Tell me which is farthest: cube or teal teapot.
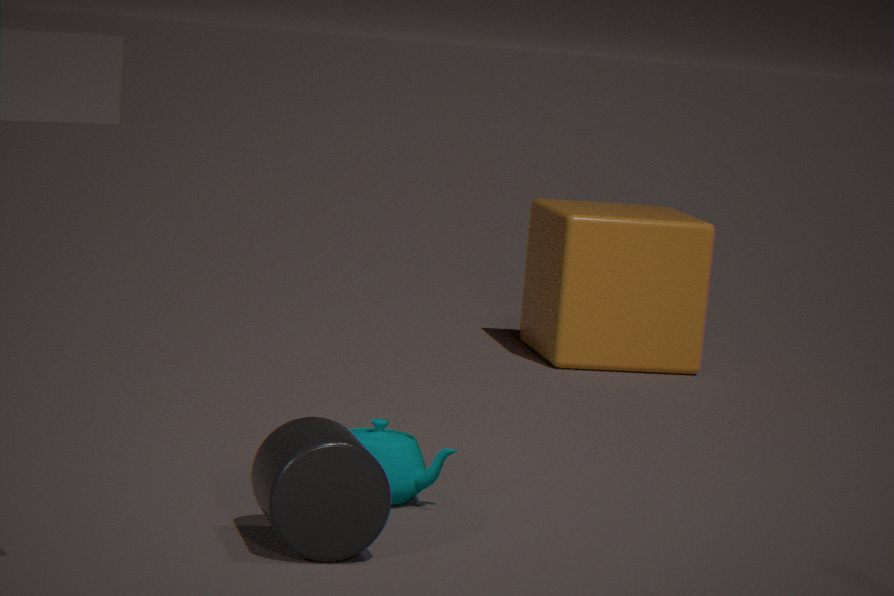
cube
